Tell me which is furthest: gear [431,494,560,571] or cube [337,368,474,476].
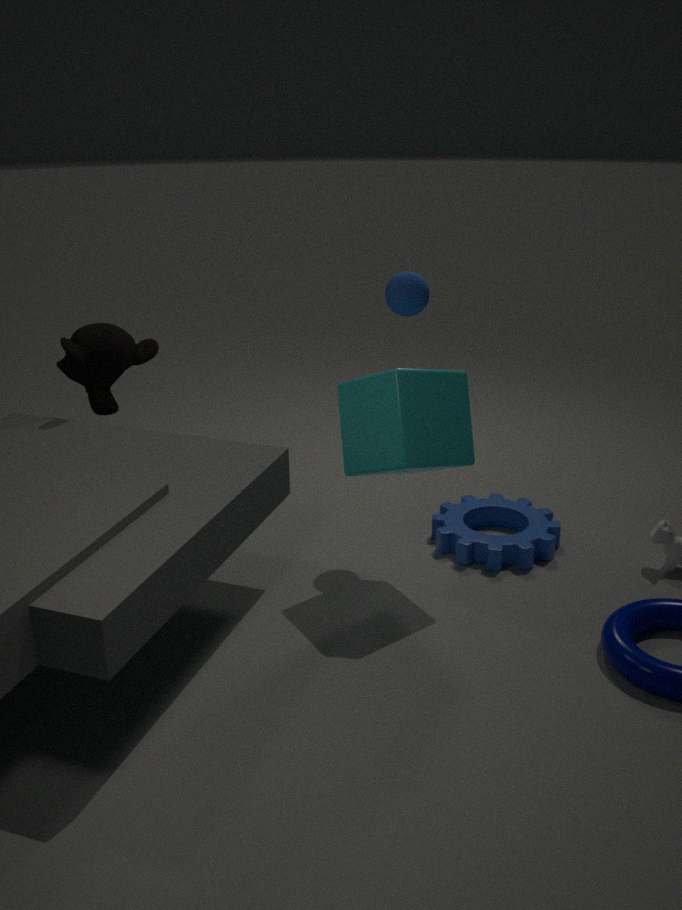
gear [431,494,560,571]
